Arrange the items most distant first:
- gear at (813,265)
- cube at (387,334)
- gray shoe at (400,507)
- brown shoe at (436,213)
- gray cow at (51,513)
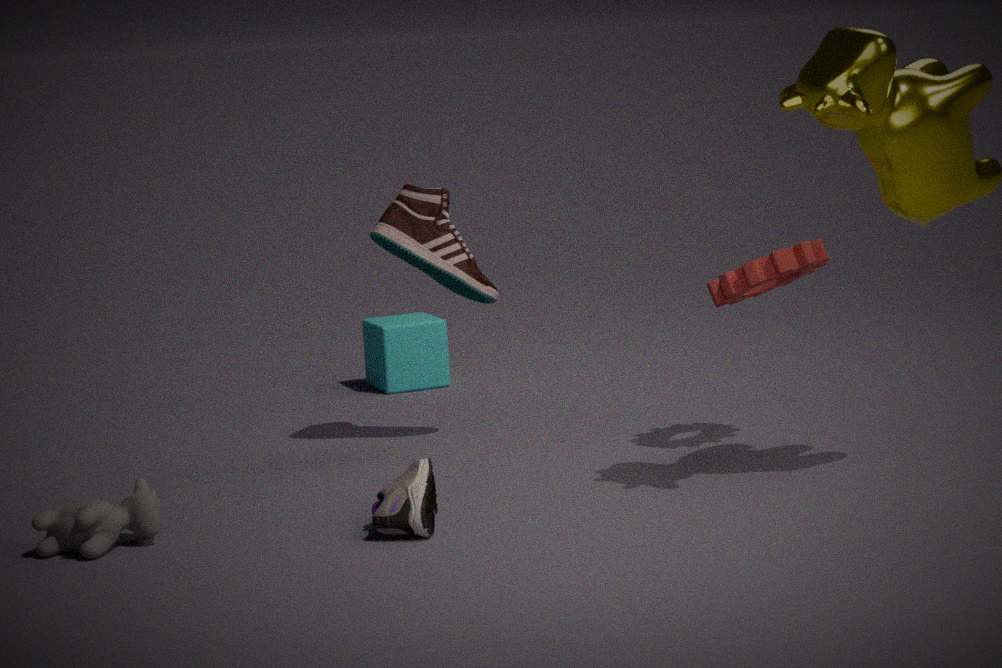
cube at (387,334) < brown shoe at (436,213) < gear at (813,265) < gray cow at (51,513) < gray shoe at (400,507)
